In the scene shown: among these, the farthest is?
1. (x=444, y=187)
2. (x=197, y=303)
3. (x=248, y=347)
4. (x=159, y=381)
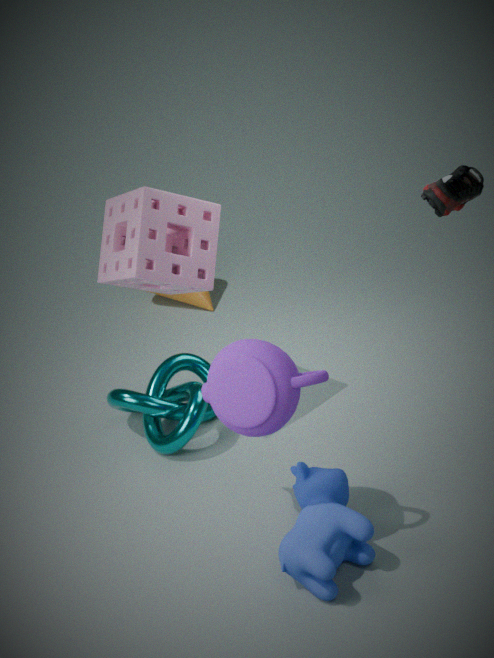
(x=197, y=303)
